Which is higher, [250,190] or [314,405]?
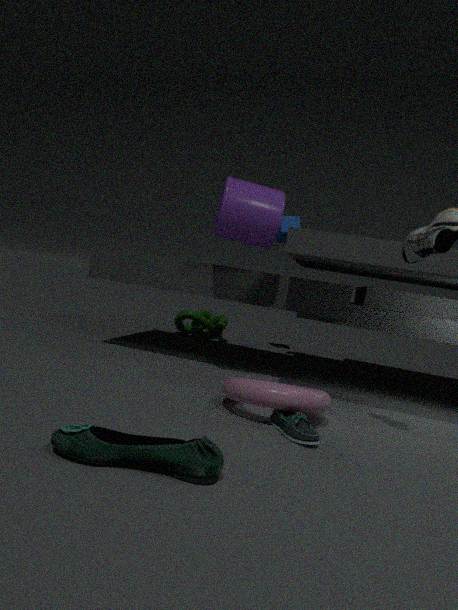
[250,190]
